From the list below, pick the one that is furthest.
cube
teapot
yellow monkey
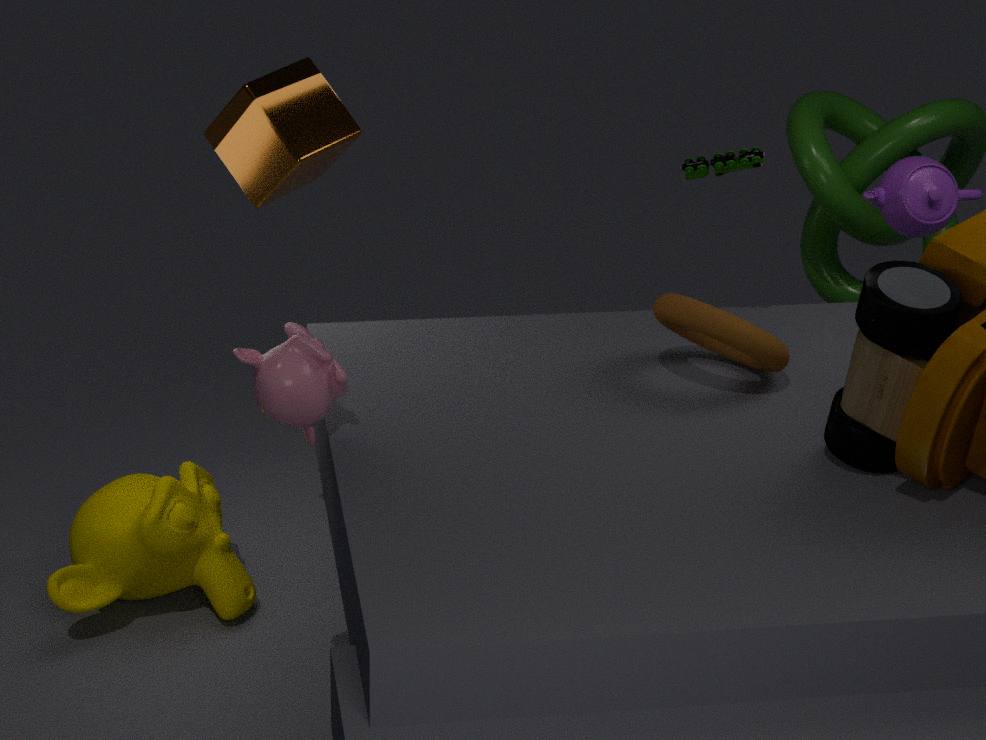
teapot
